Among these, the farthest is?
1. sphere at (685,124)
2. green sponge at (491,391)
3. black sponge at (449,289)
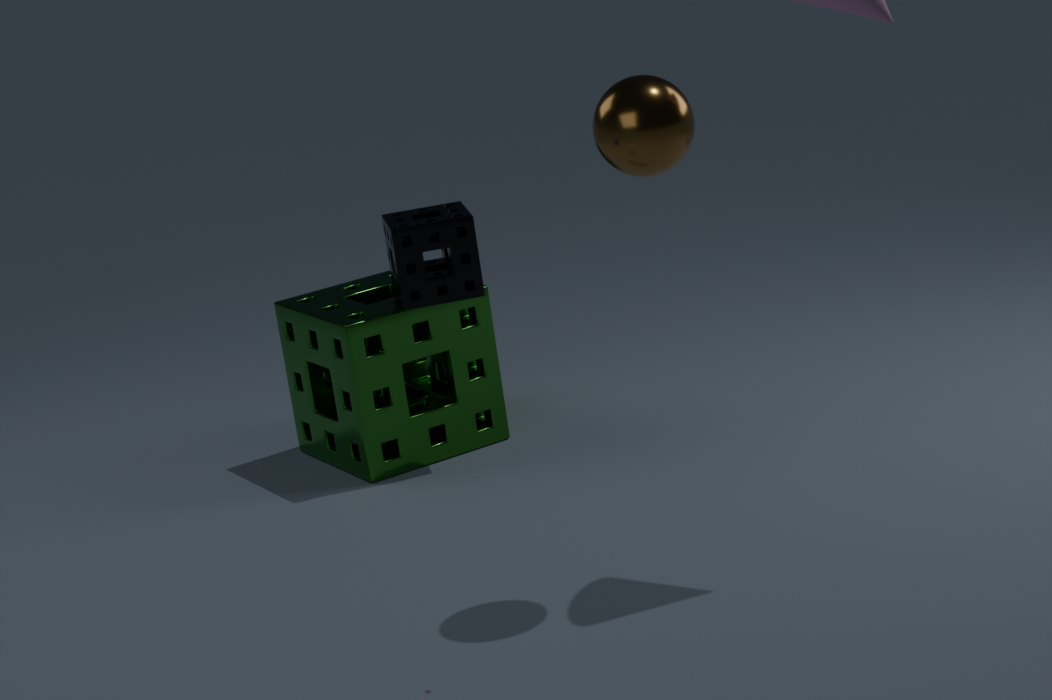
green sponge at (491,391)
